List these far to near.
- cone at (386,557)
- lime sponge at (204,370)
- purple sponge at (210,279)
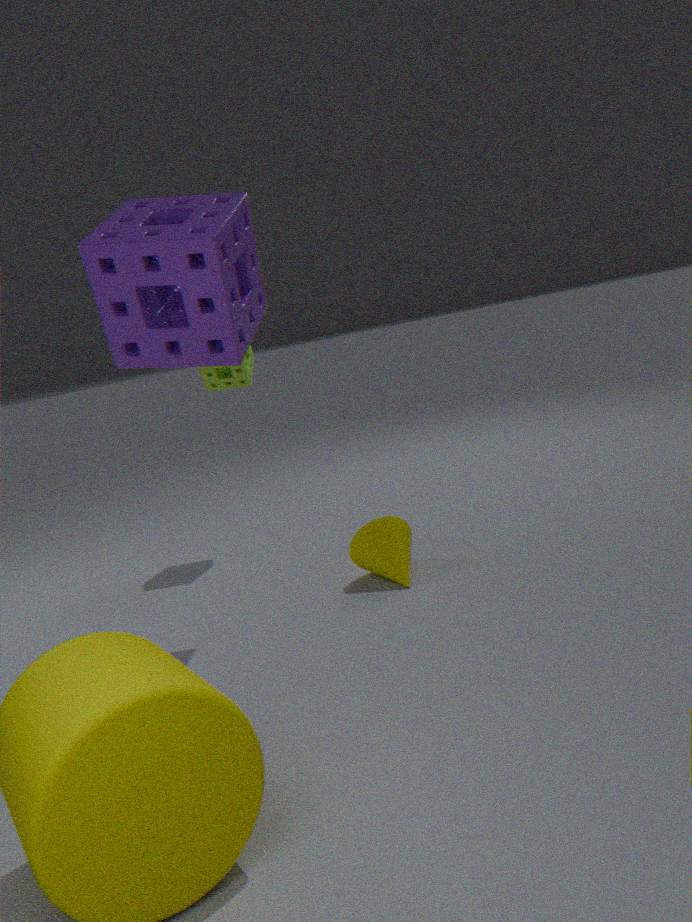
lime sponge at (204,370) → cone at (386,557) → purple sponge at (210,279)
